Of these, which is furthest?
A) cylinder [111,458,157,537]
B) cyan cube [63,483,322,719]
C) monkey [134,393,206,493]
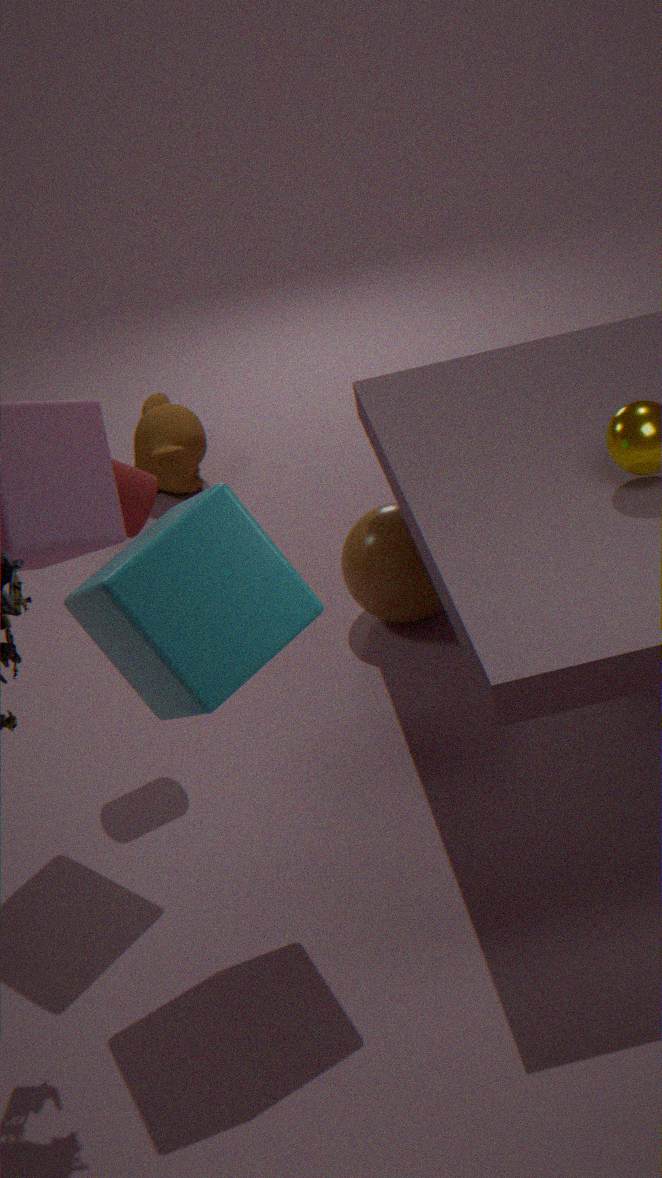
monkey [134,393,206,493]
